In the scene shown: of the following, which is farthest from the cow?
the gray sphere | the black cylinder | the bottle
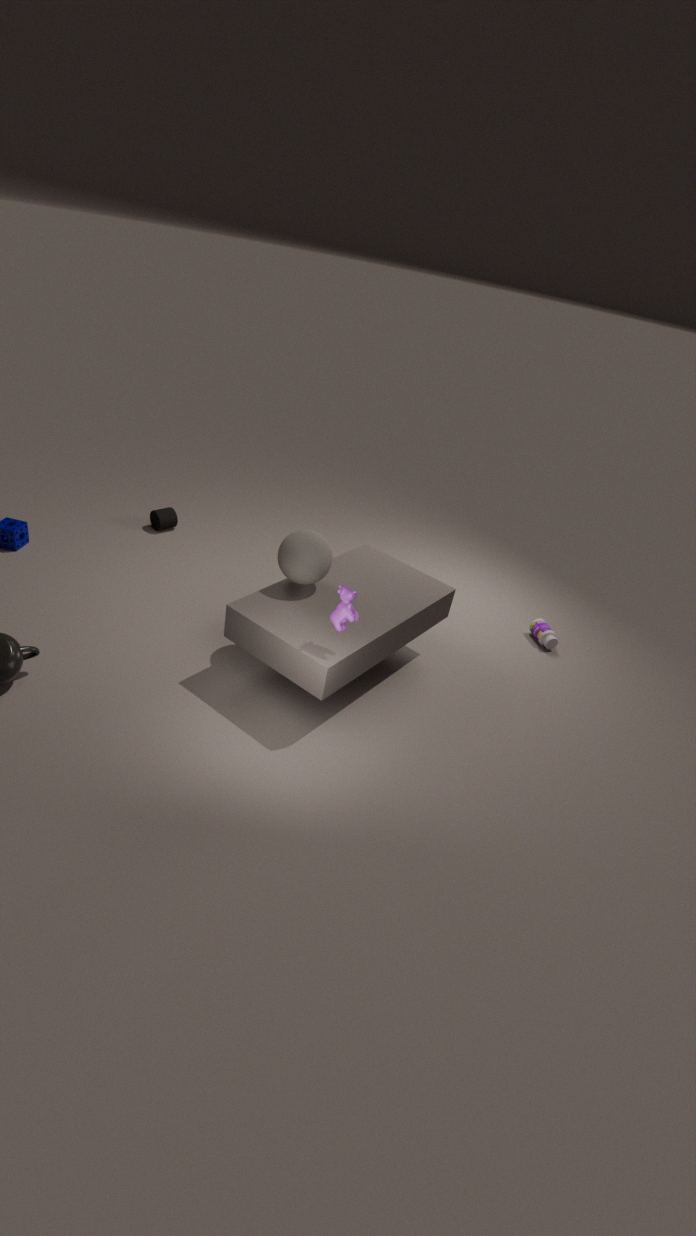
the black cylinder
